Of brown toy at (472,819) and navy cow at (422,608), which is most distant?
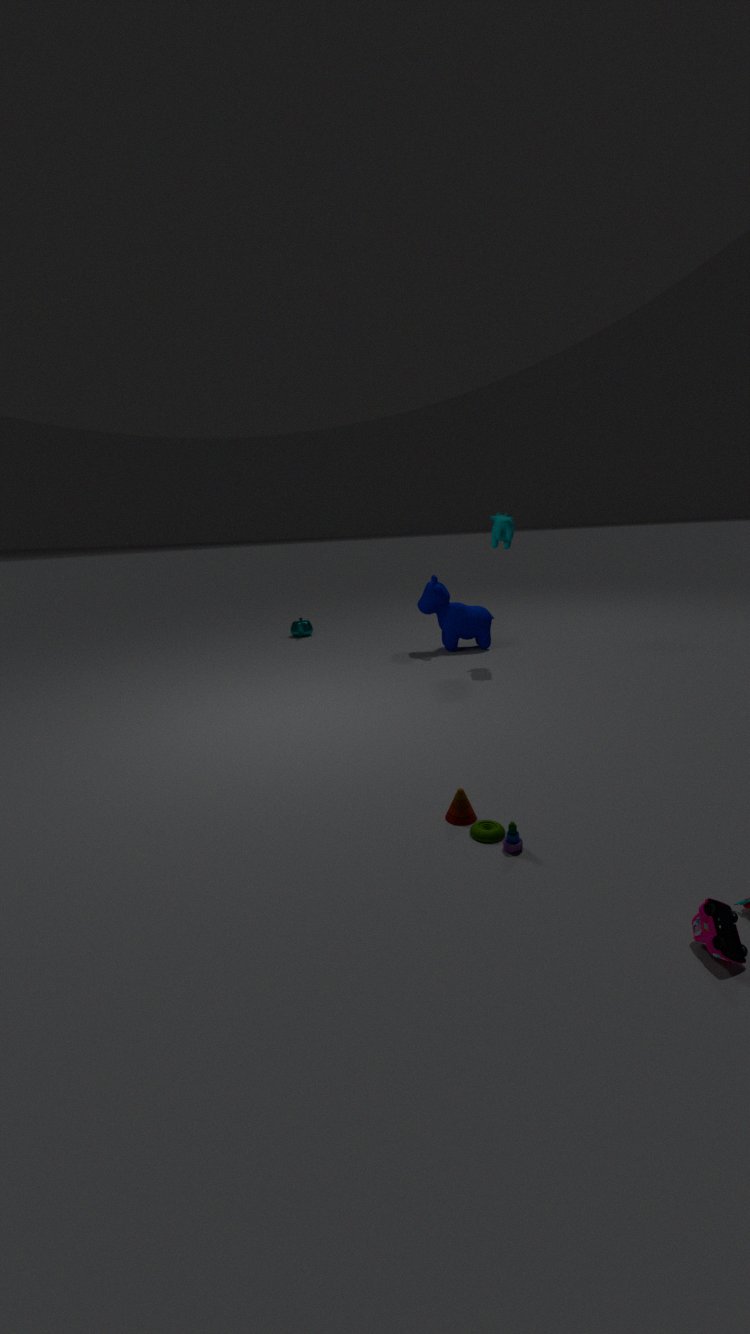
navy cow at (422,608)
